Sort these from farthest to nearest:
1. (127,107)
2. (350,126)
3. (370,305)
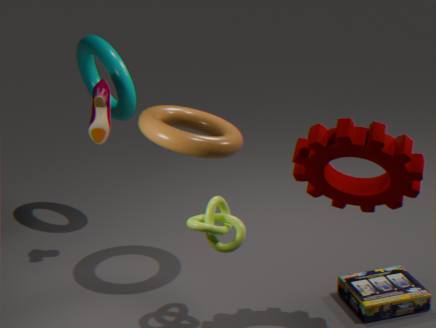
(127,107), (370,305), (350,126)
